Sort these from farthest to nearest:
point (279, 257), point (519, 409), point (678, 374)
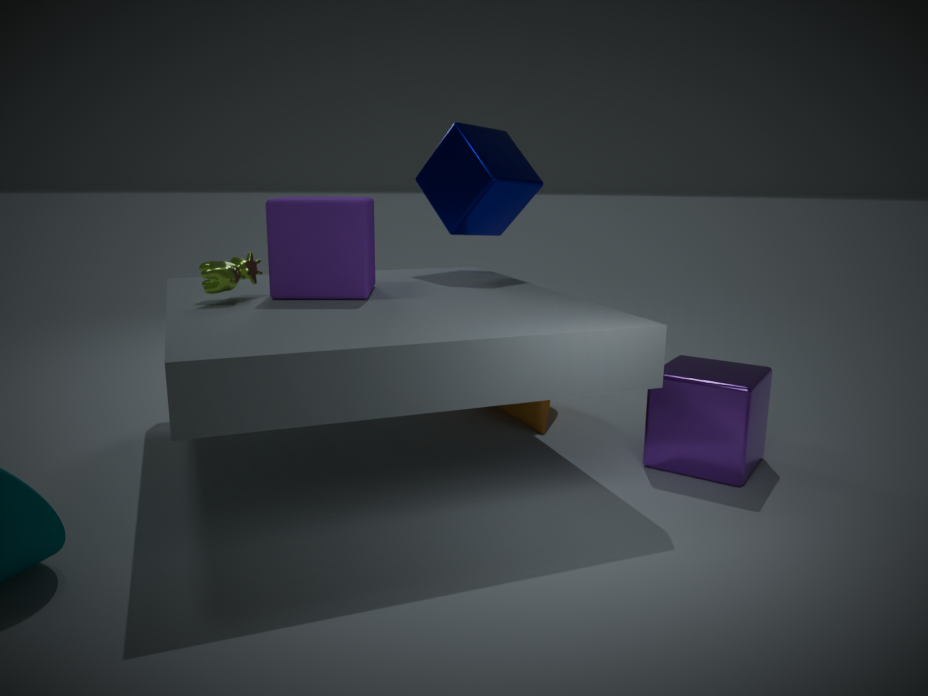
1. point (519, 409)
2. point (279, 257)
3. point (678, 374)
